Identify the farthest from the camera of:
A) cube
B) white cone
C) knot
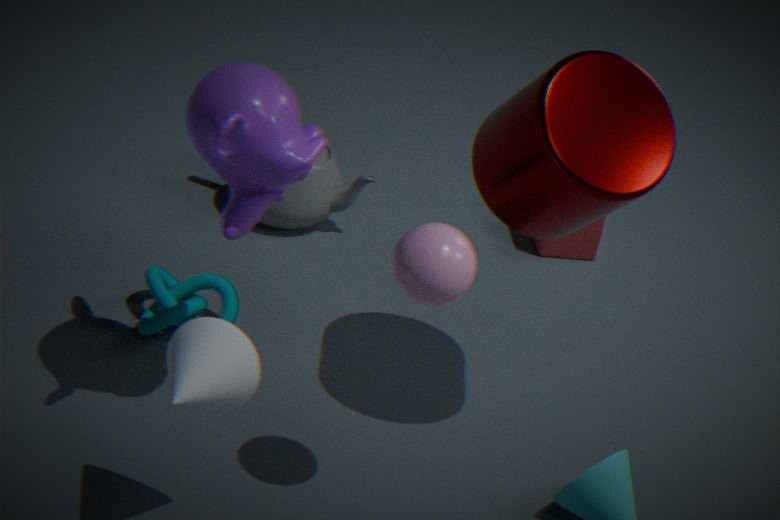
cube
